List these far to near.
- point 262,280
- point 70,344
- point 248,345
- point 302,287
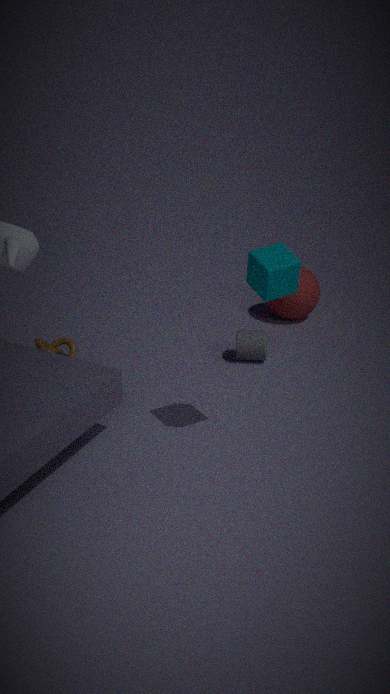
1. point 302,287
2. point 70,344
3. point 248,345
4. point 262,280
